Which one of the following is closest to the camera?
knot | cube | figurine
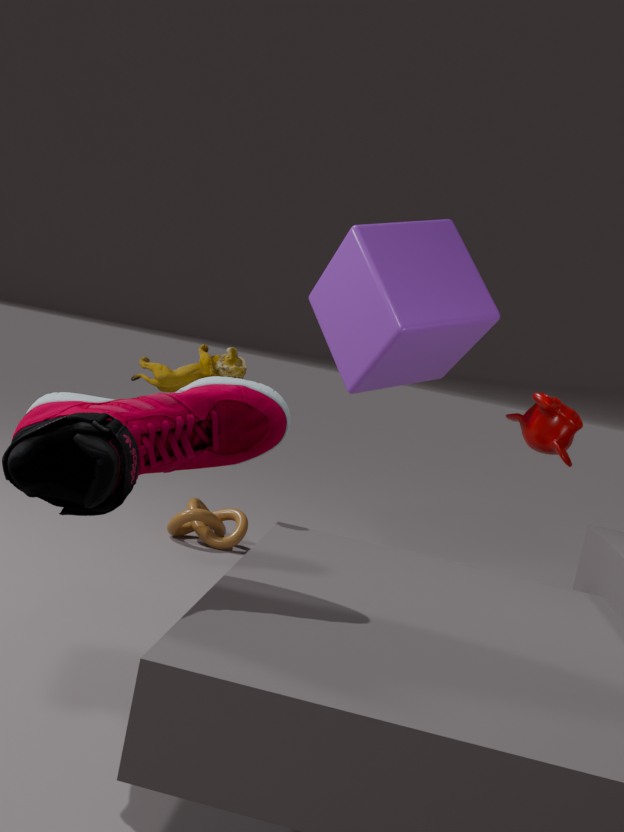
figurine
